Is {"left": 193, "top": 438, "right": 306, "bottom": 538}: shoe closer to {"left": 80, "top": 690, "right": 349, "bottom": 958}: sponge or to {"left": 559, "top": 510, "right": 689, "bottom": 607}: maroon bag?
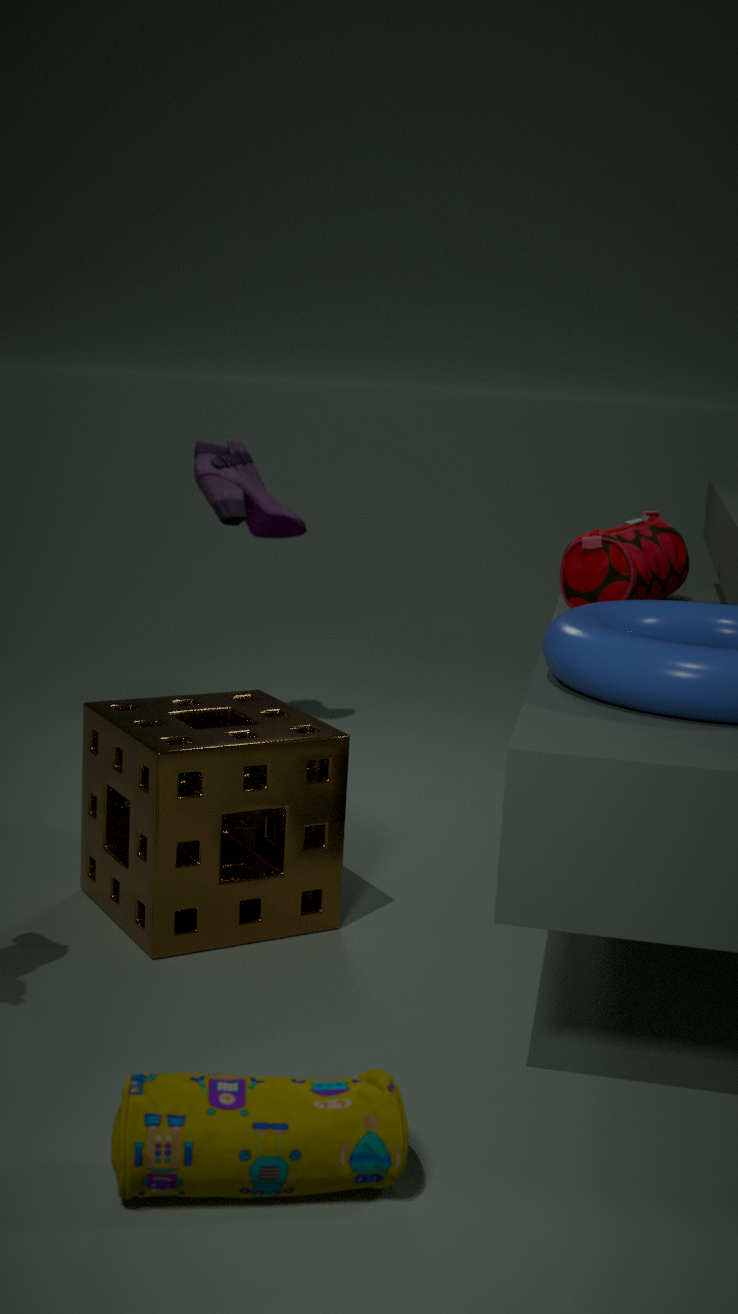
{"left": 559, "top": 510, "right": 689, "bottom": 607}: maroon bag
